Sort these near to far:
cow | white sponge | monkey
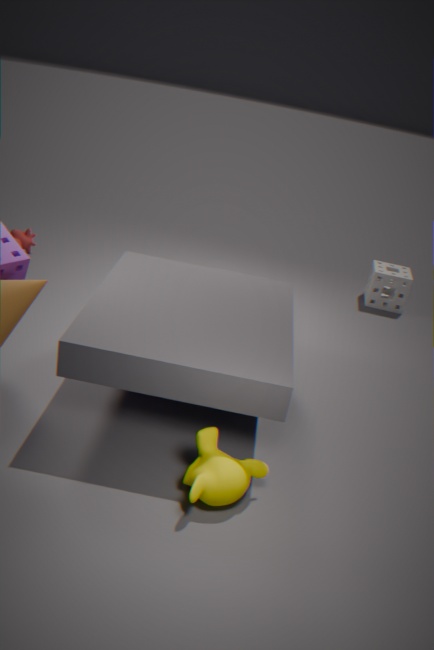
monkey, cow, white sponge
